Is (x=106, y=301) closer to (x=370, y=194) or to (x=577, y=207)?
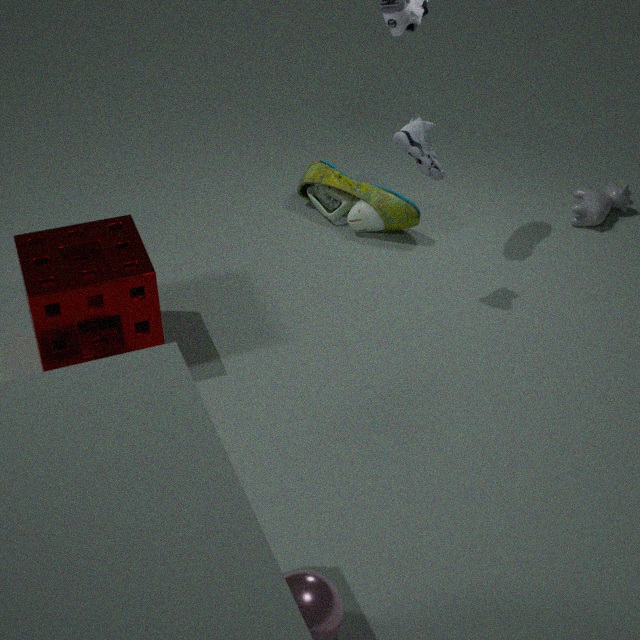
(x=370, y=194)
